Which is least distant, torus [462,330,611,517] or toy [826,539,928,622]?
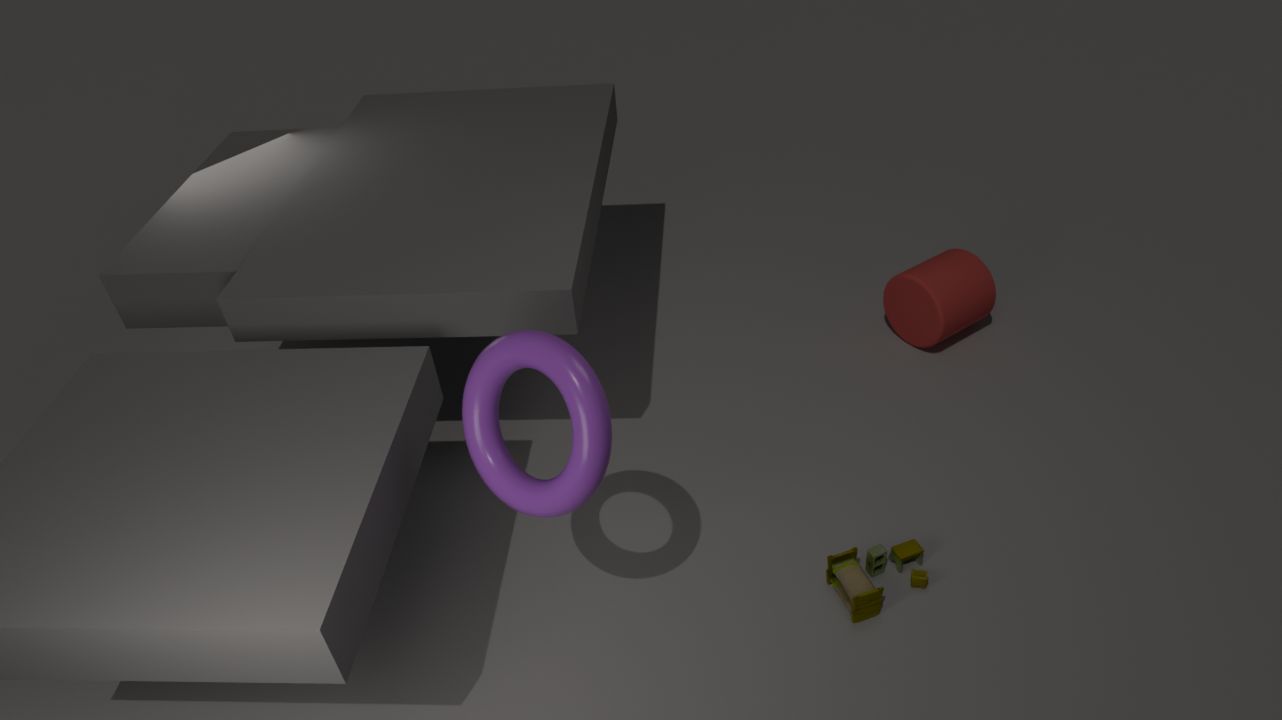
torus [462,330,611,517]
